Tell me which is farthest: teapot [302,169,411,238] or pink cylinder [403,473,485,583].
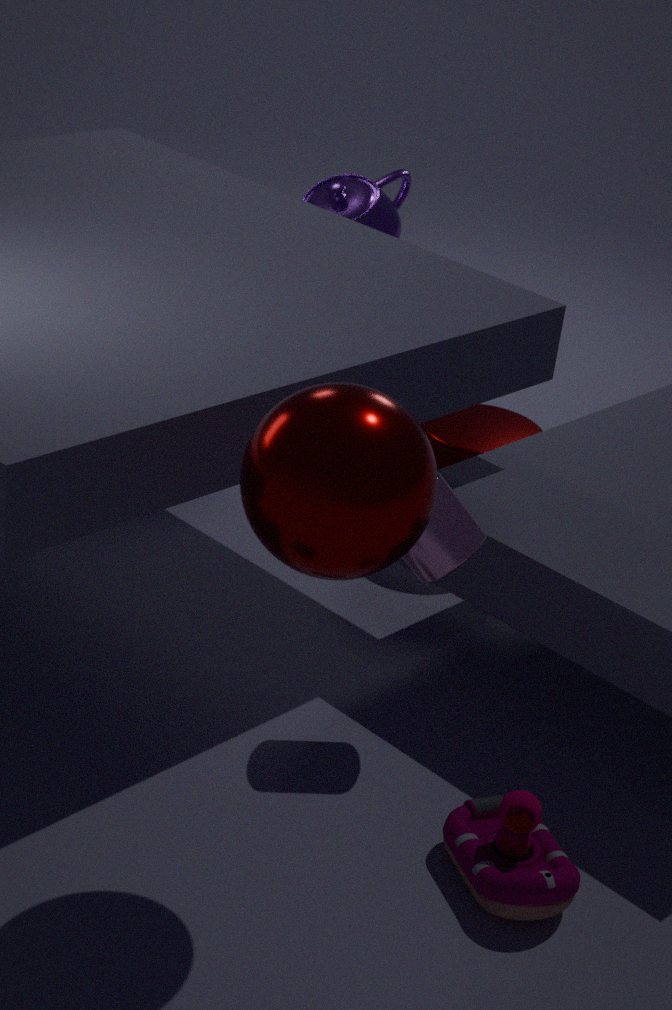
teapot [302,169,411,238]
